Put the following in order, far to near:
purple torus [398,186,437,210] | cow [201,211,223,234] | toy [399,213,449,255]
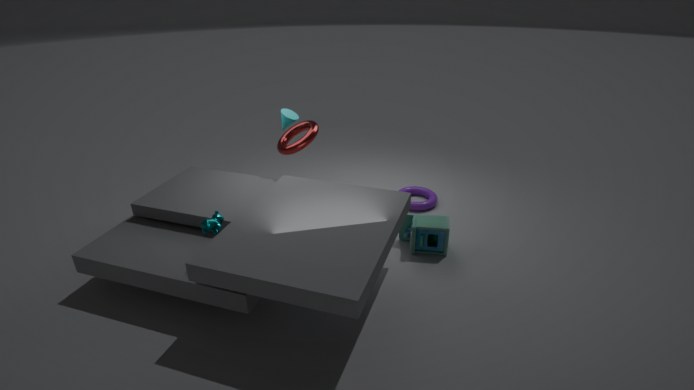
purple torus [398,186,437,210], toy [399,213,449,255], cow [201,211,223,234]
